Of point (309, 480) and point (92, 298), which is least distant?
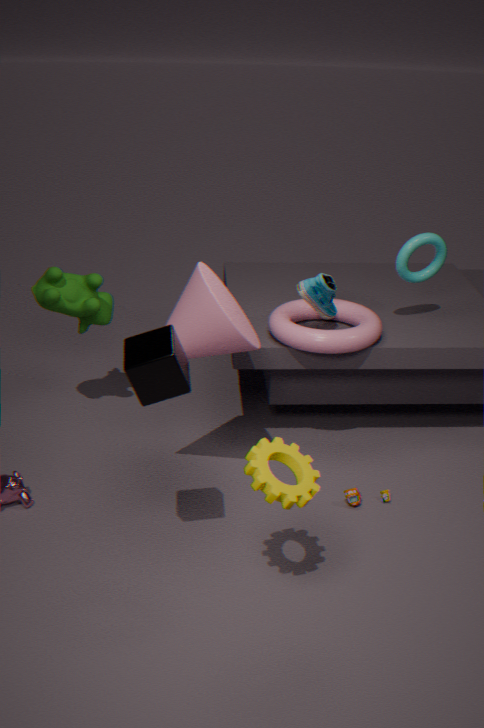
point (309, 480)
